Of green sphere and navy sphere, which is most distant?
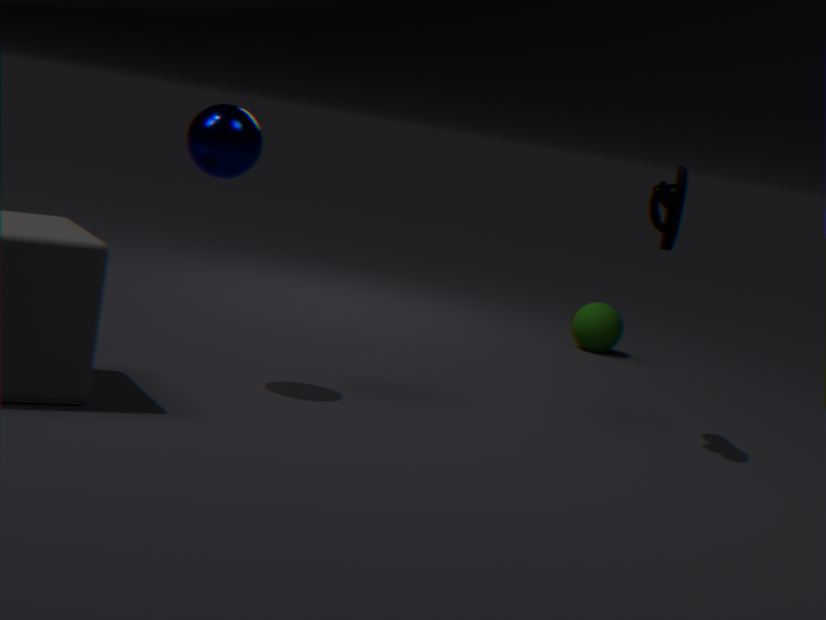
green sphere
